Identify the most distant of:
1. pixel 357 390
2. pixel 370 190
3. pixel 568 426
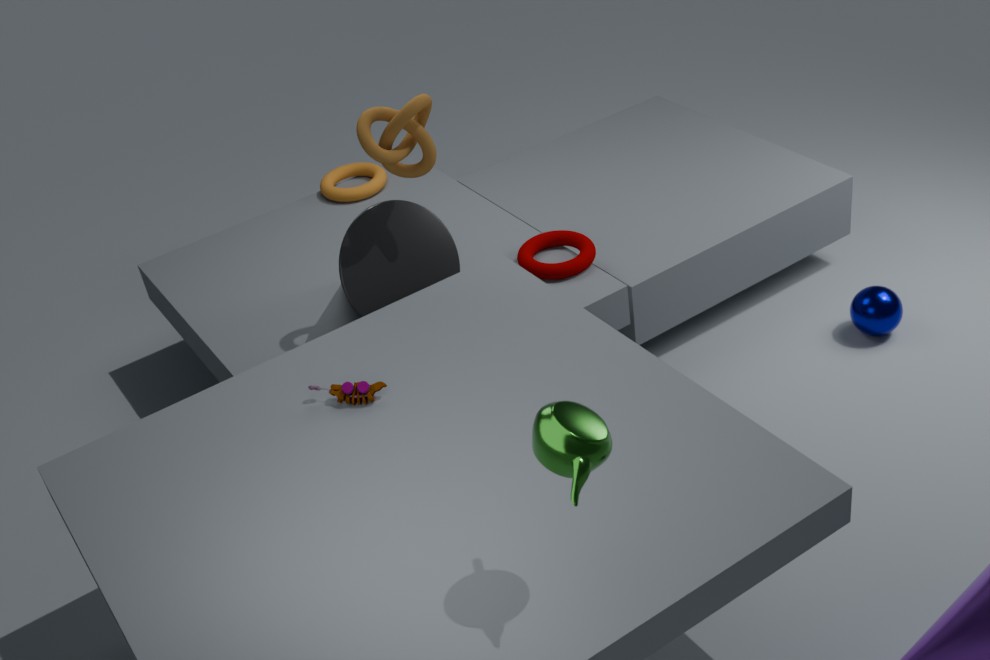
pixel 370 190
